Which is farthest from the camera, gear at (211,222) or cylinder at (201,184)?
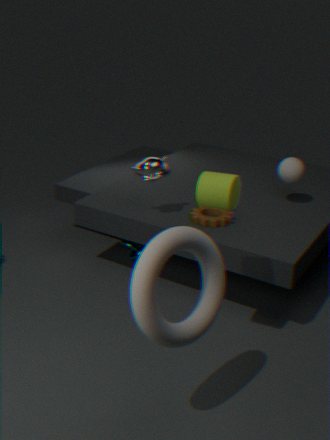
gear at (211,222)
